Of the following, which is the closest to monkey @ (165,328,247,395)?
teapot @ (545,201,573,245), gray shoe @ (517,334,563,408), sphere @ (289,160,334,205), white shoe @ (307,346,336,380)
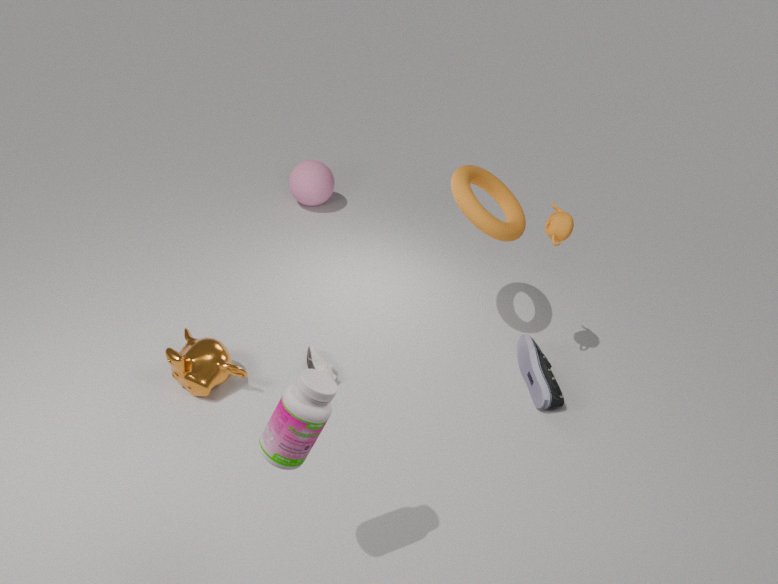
white shoe @ (307,346,336,380)
